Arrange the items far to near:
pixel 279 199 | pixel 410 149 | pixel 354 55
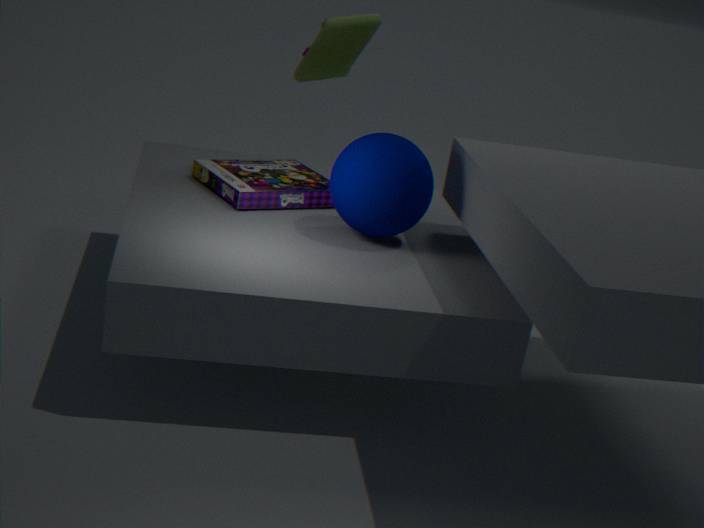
pixel 354 55 → pixel 279 199 → pixel 410 149
